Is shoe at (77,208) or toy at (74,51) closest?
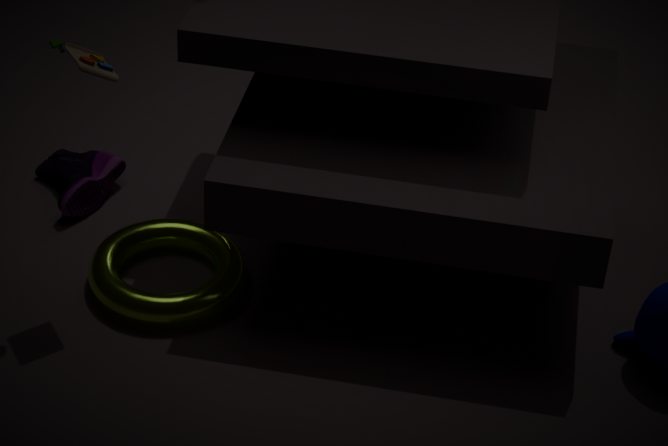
toy at (74,51)
